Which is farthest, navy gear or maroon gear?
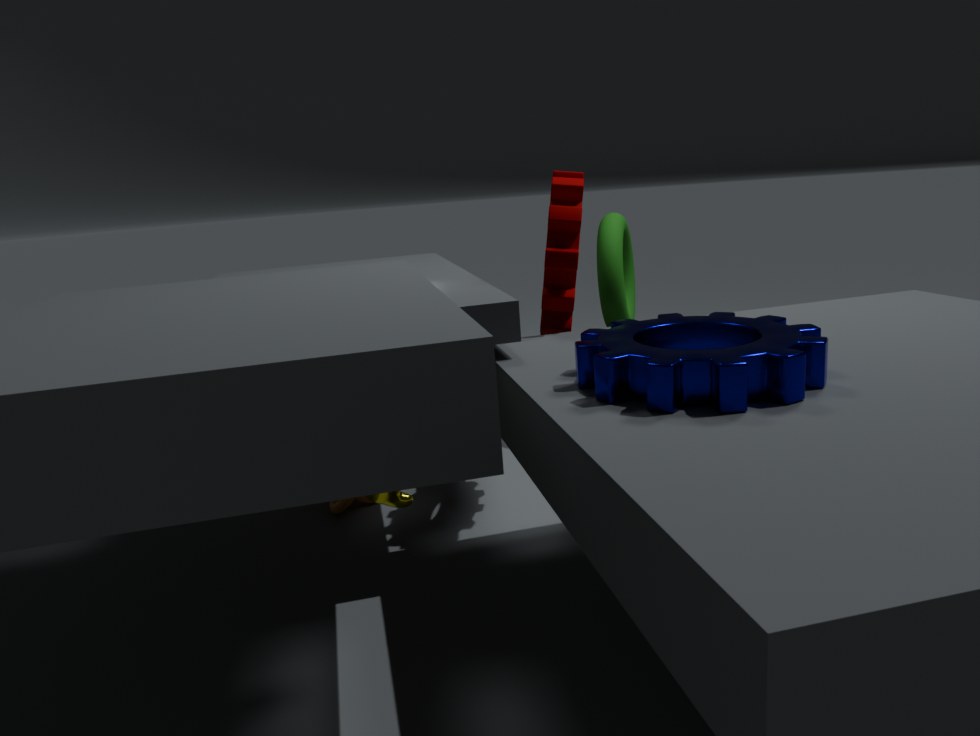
maroon gear
